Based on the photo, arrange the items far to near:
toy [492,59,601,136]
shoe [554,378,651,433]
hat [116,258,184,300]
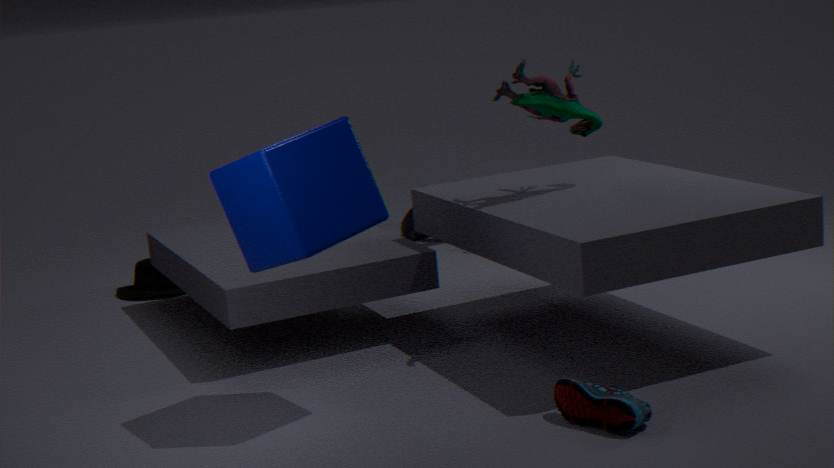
hat [116,258,184,300] < toy [492,59,601,136] < shoe [554,378,651,433]
